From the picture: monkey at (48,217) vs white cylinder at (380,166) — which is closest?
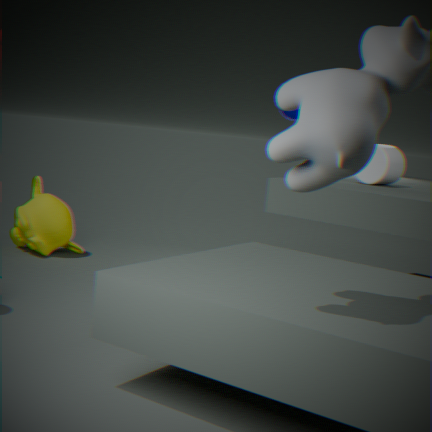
white cylinder at (380,166)
